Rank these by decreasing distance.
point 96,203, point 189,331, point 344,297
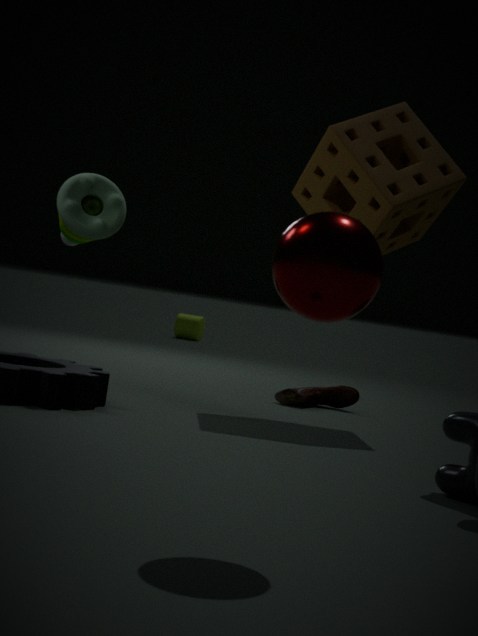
point 189,331 → point 96,203 → point 344,297
